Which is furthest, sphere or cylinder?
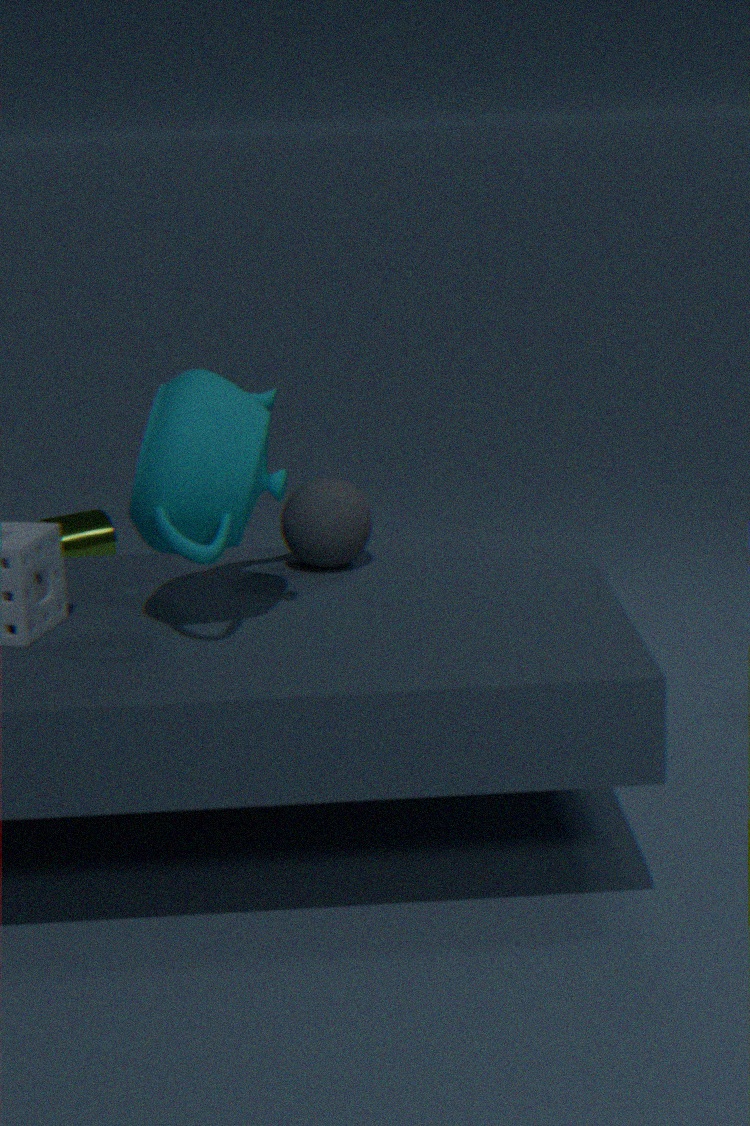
cylinder
